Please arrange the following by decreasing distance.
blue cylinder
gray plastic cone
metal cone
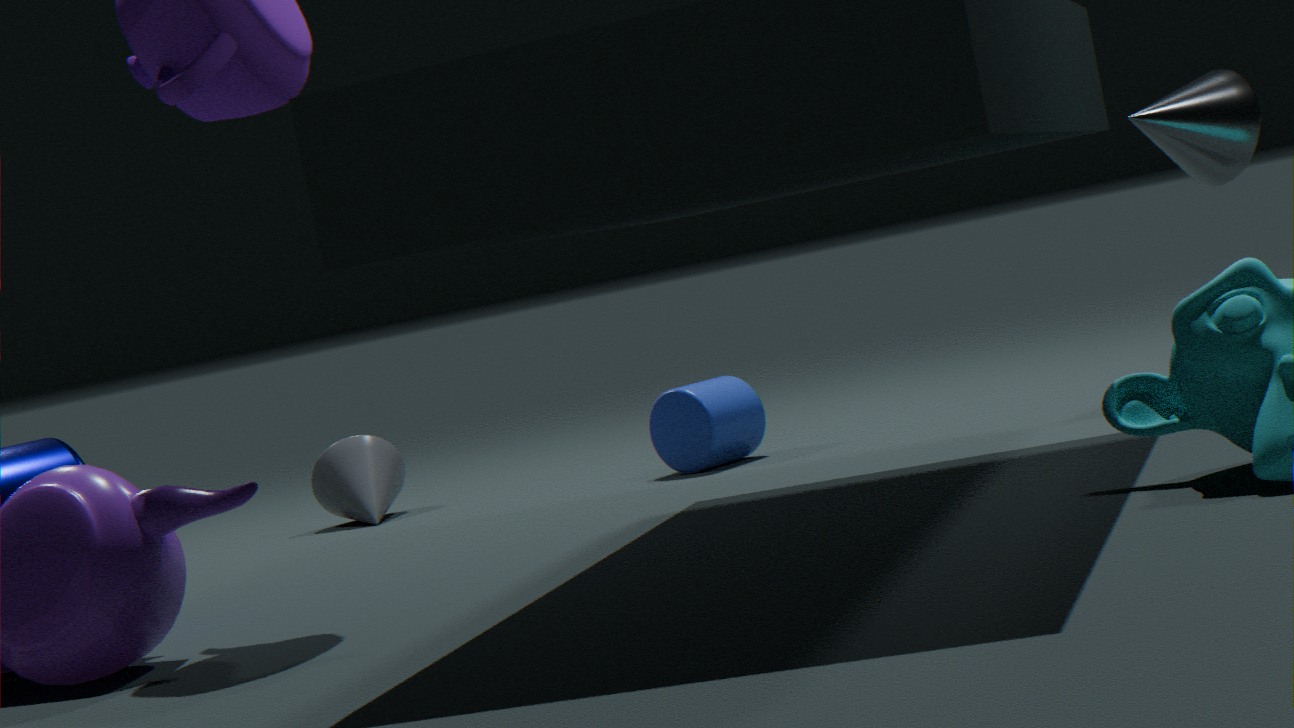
gray plastic cone
blue cylinder
metal cone
